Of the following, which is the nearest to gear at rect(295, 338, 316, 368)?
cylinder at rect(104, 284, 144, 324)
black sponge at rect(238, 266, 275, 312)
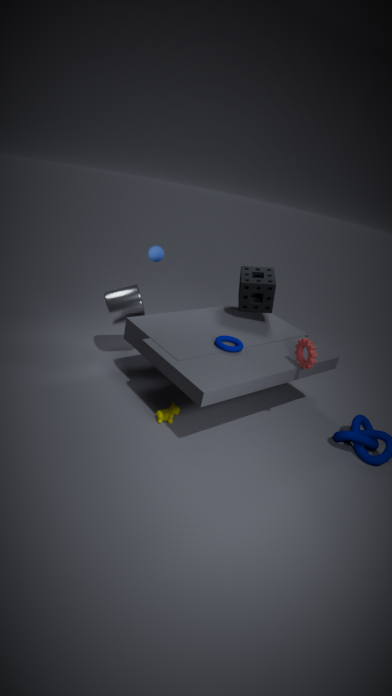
black sponge at rect(238, 266, 275, 312)
